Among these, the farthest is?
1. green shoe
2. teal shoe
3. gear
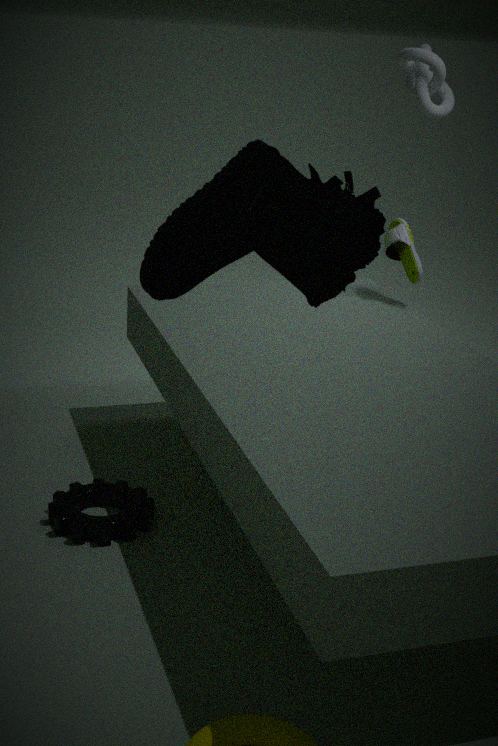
green shoe
